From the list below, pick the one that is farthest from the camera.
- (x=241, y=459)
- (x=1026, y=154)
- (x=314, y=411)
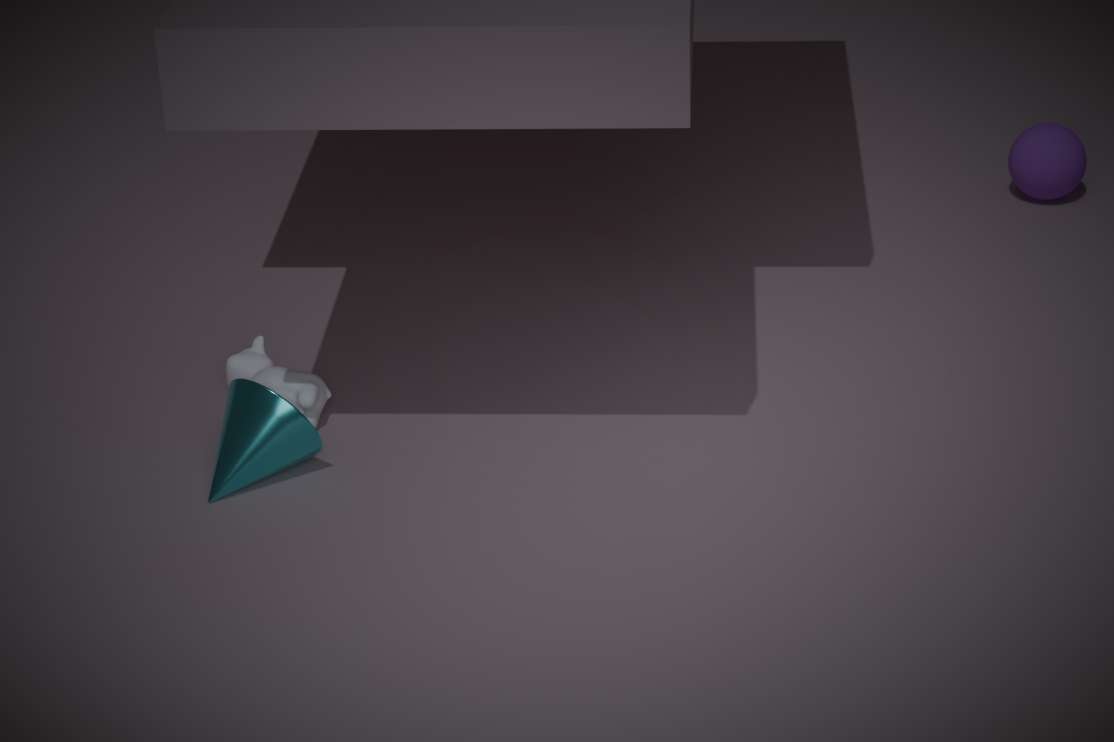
(x=1026, y=154)
